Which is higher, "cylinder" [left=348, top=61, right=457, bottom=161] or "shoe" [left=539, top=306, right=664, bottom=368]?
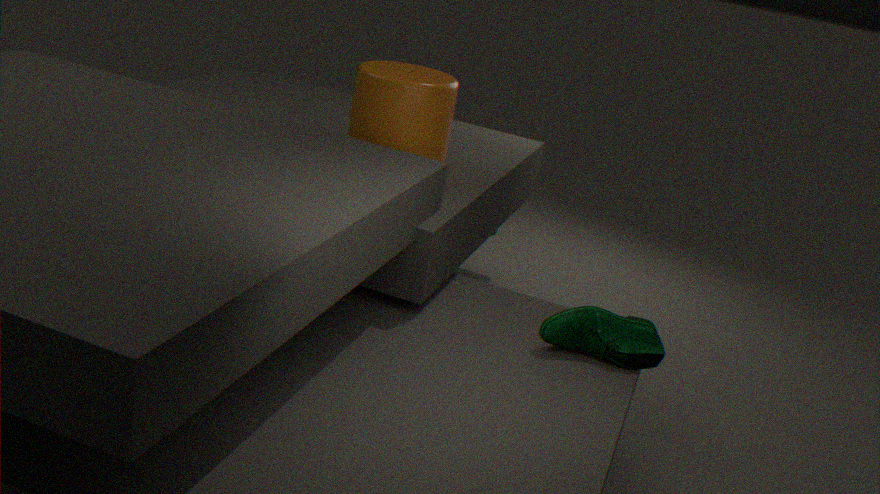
"cylinder" [left=348, top=61, right=457, bottom=161]
